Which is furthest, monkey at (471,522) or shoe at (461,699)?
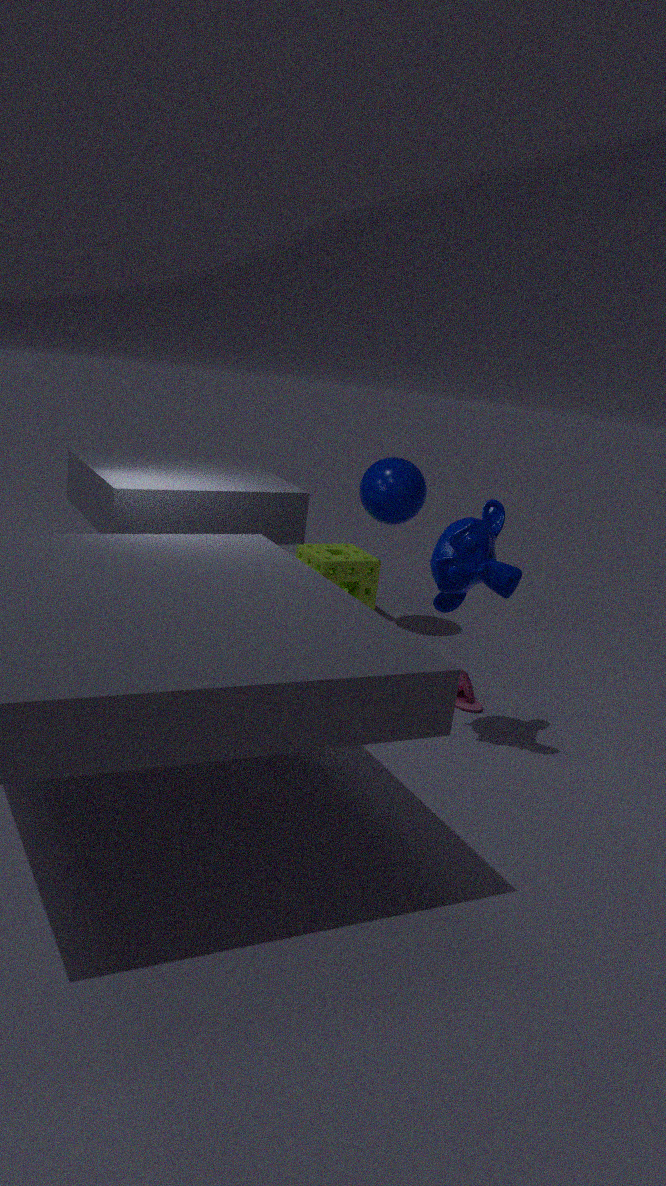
shoe at (461,699)
